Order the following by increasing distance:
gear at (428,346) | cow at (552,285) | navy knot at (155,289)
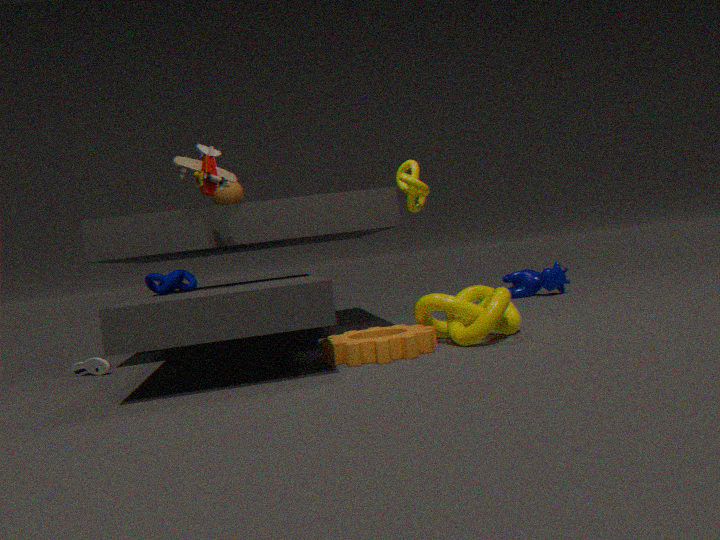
Result: gear at (428,346) < navy knot at (155,289) < cow at (552,285)
